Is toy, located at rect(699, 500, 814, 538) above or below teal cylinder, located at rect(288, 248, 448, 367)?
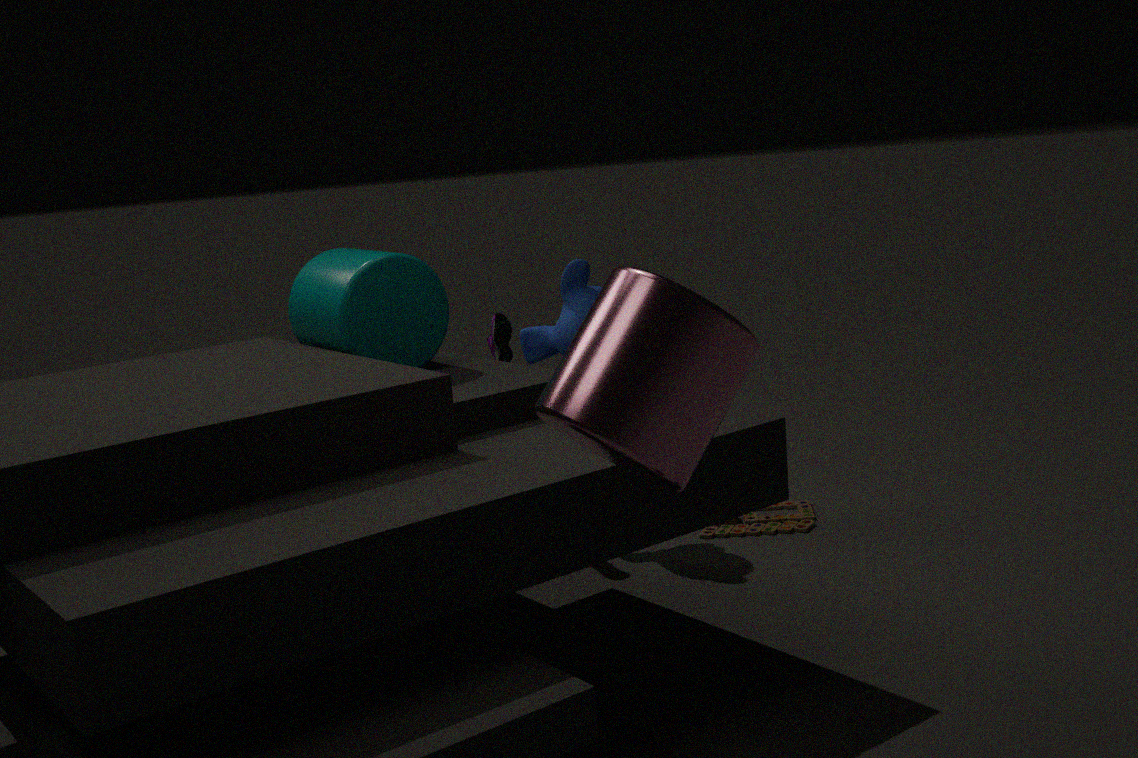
below
